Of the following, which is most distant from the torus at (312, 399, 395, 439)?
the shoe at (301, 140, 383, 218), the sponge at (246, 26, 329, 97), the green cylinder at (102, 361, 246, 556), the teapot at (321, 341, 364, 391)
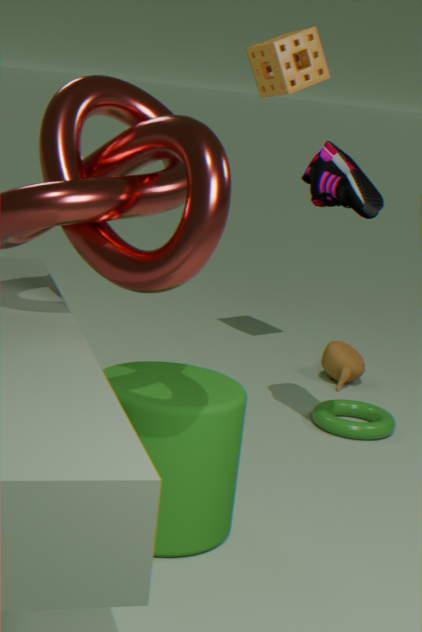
the sponge at (246, 26, 329, 97)
